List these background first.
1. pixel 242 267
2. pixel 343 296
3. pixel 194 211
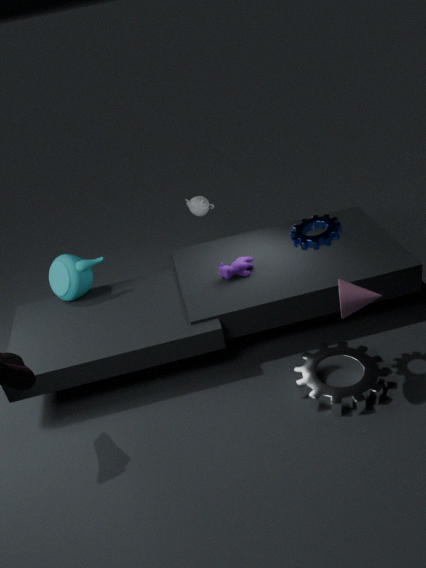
pixel 194 211
pixel 242 267
pixel 343 296
